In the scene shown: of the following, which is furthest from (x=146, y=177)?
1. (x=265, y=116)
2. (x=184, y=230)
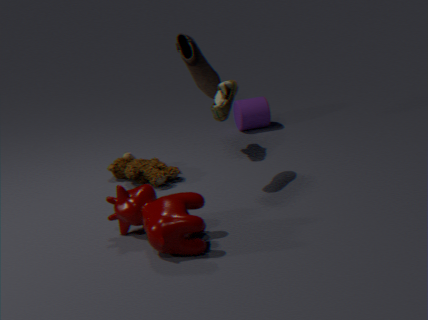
(x=265, y=116)
